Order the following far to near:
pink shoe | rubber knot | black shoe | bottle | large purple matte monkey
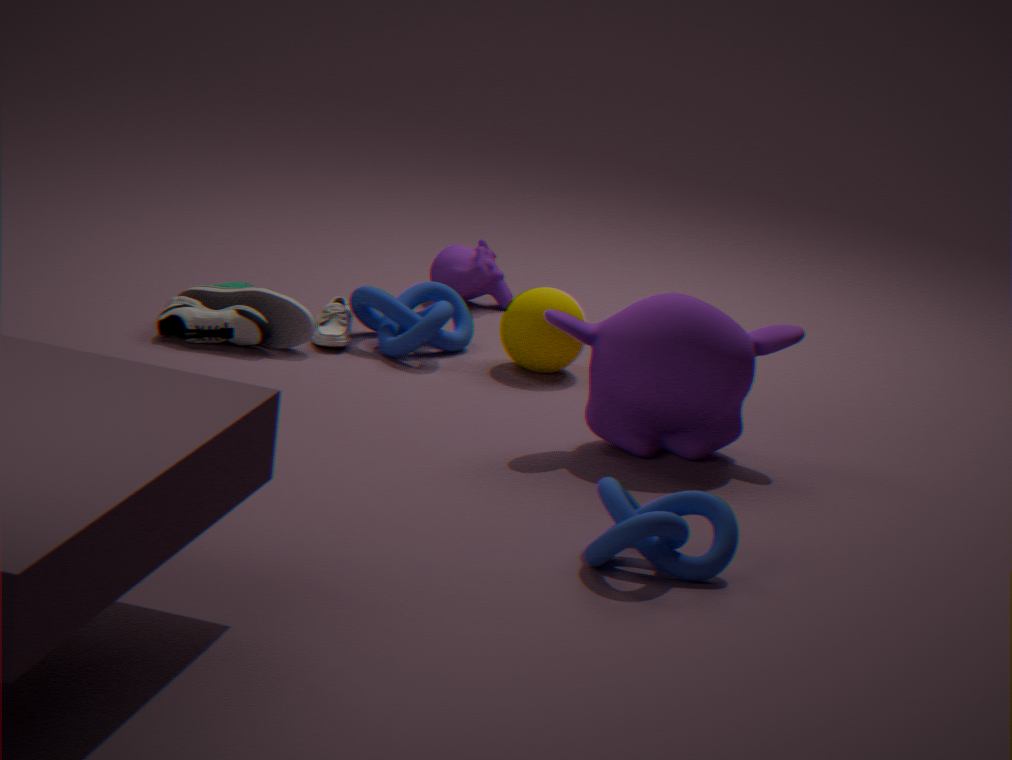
1. bottle
2. black shoe
3. pink shoe
4. large purple matte monkey
5. rubber knot
